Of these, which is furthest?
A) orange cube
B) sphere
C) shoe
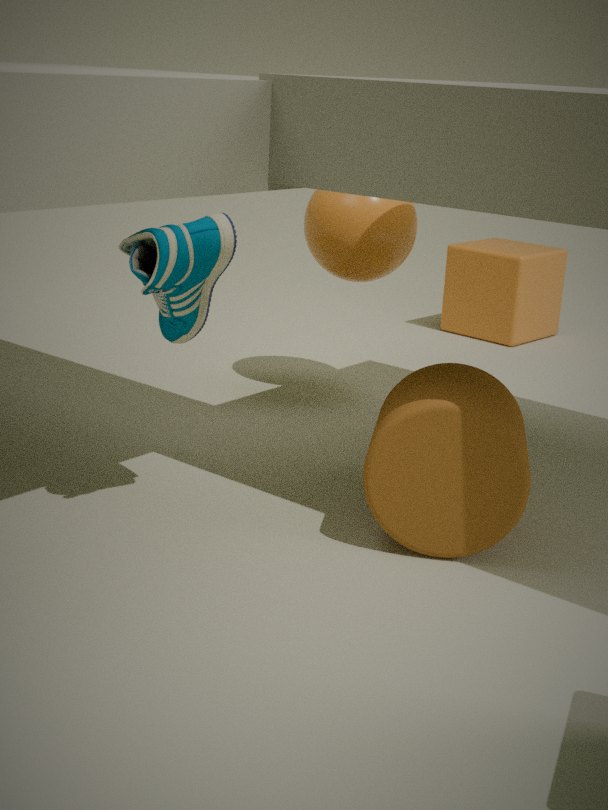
orange cube
